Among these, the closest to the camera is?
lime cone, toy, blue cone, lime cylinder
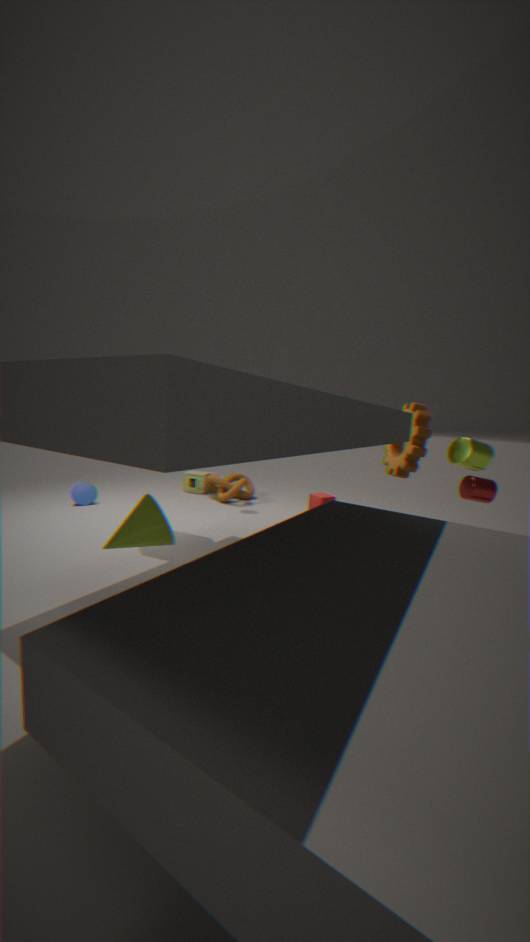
lime cone
